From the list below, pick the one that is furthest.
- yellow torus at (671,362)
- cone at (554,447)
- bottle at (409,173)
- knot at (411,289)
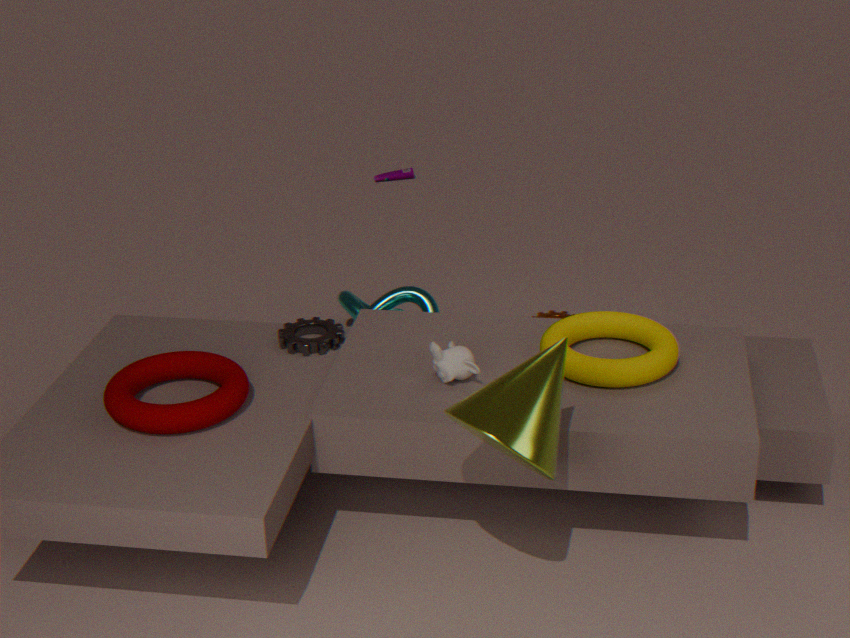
bottle at (409,173)
